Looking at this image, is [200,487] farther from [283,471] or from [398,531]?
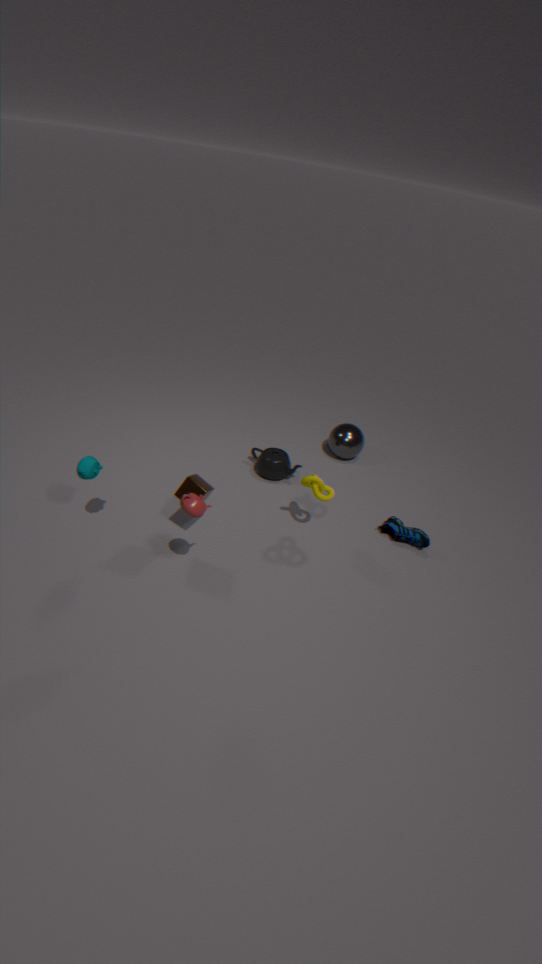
[398,531]
